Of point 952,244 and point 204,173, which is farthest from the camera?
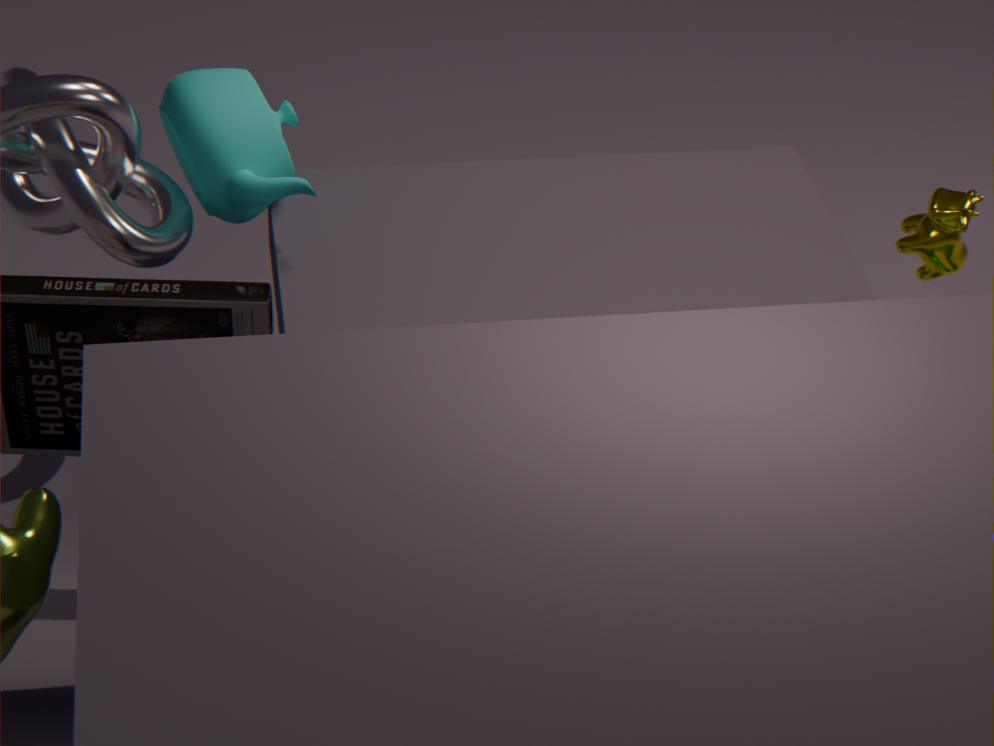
point 952,244
